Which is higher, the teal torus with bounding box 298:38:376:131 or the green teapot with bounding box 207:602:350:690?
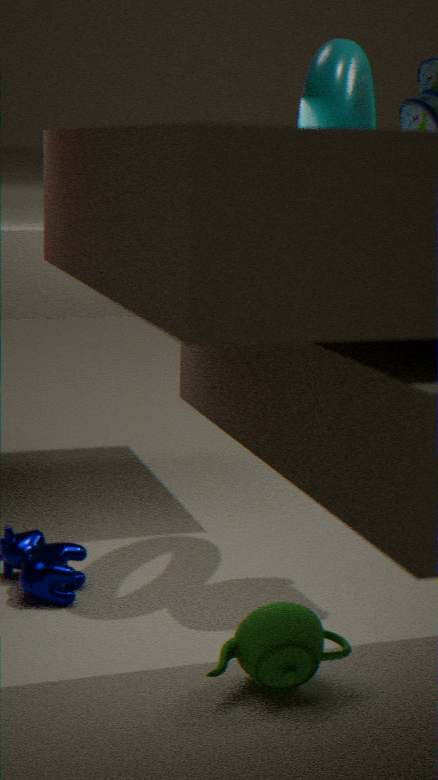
the teal torus with bounding box 298:38:376:131
